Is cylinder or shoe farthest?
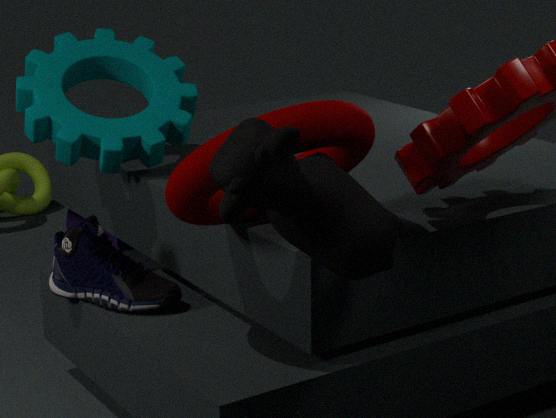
cylinder
